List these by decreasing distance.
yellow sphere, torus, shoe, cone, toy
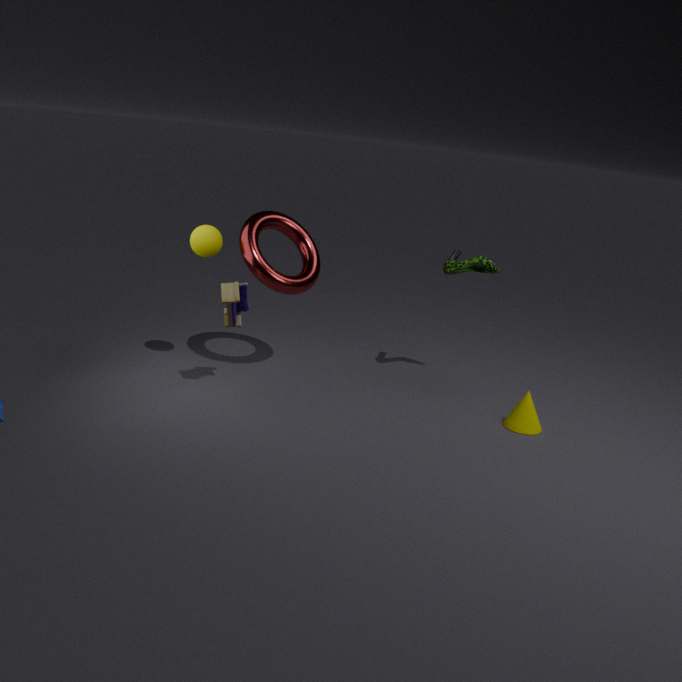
shoe
torus
yellow sphere
cone
toy
